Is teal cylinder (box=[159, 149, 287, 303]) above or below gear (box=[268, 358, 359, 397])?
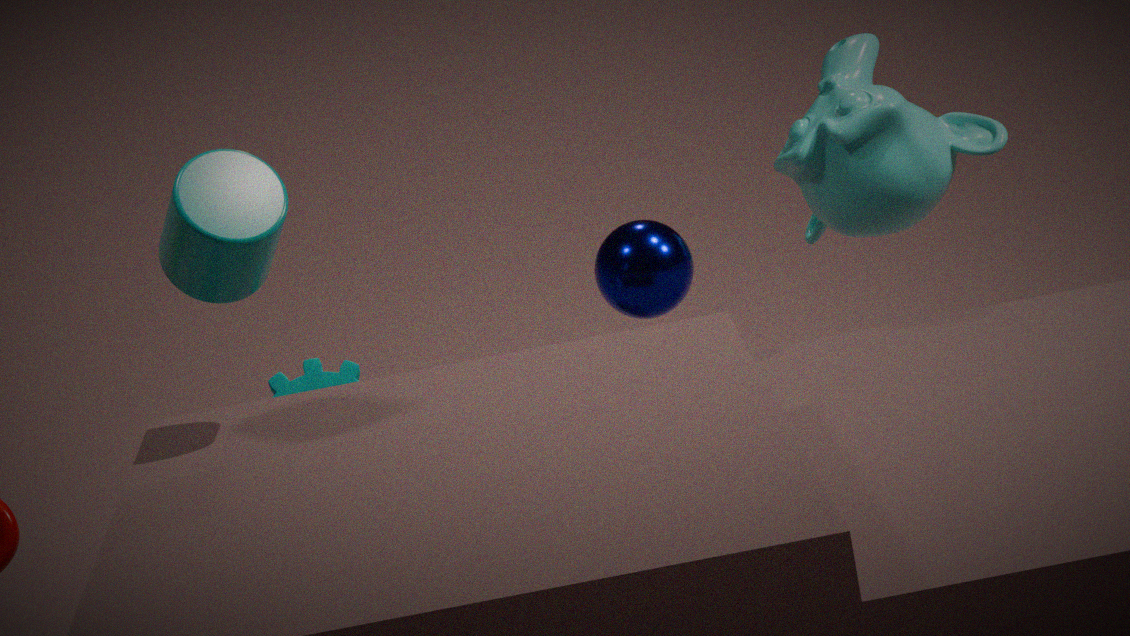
above
